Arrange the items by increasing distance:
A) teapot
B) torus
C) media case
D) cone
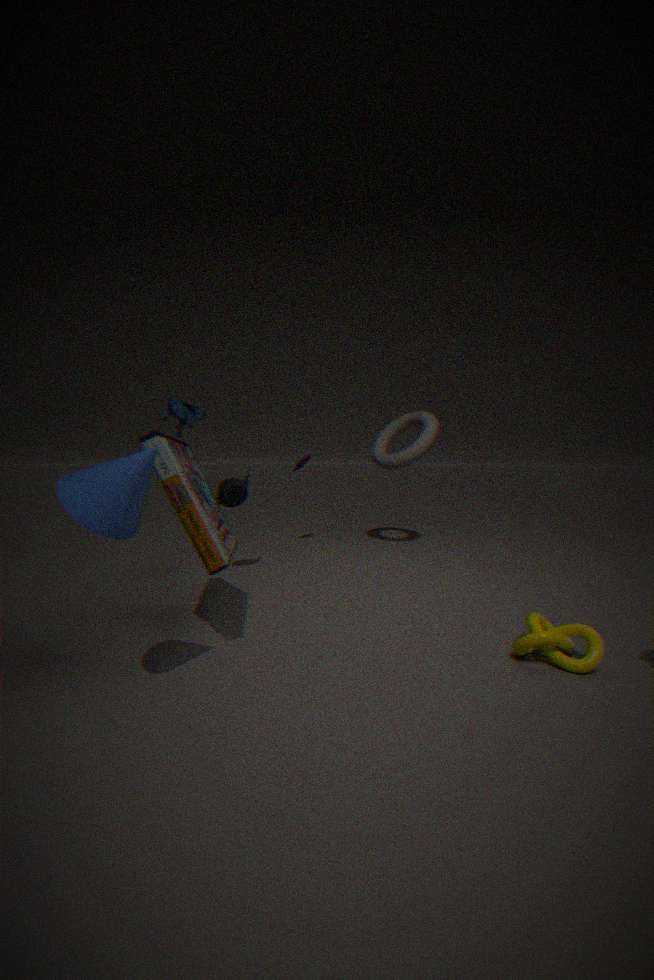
cone, media case, teapot, torus
